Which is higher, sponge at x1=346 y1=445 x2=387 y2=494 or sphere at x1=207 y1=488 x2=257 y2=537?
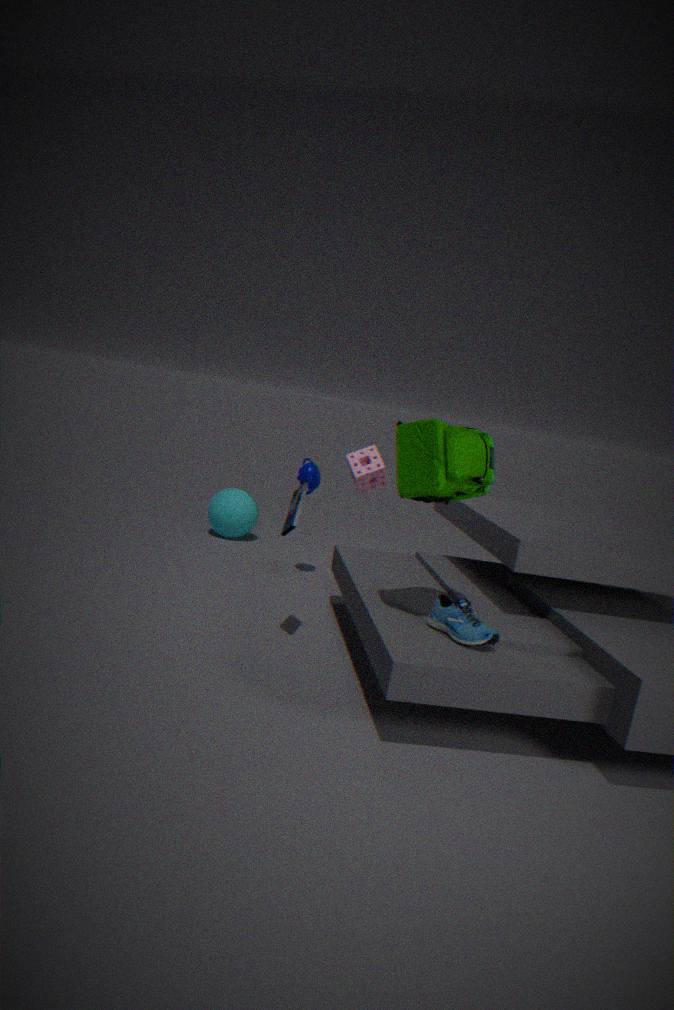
sponge at x1=346 y1=445 x2=387 y2=494
